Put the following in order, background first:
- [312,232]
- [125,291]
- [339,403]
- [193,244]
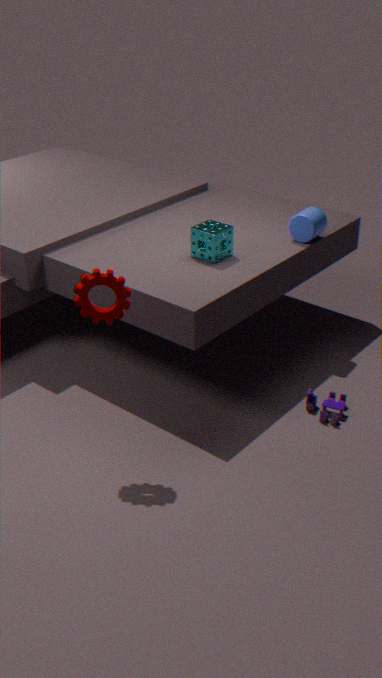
[312,232]
[193,244]
[339,403]
[125,291]
